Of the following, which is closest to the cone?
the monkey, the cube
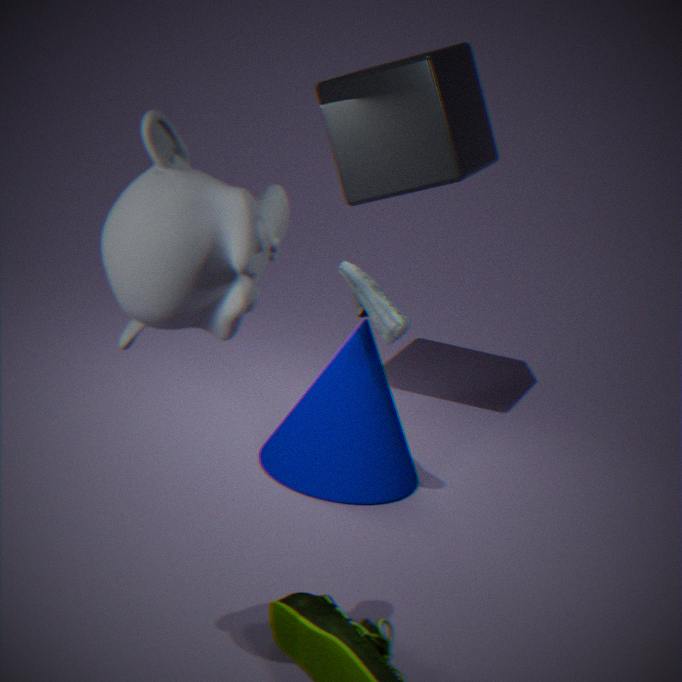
the cube
